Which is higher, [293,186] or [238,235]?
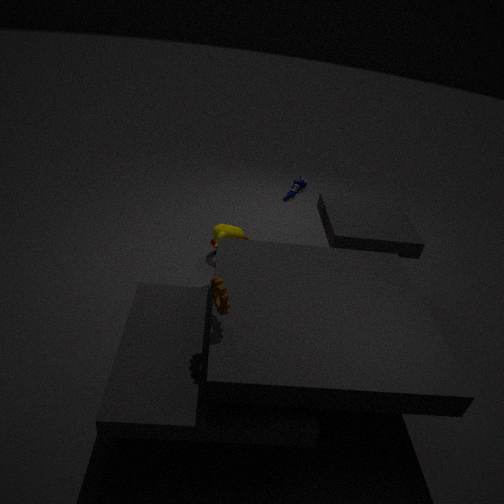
[293,186]
